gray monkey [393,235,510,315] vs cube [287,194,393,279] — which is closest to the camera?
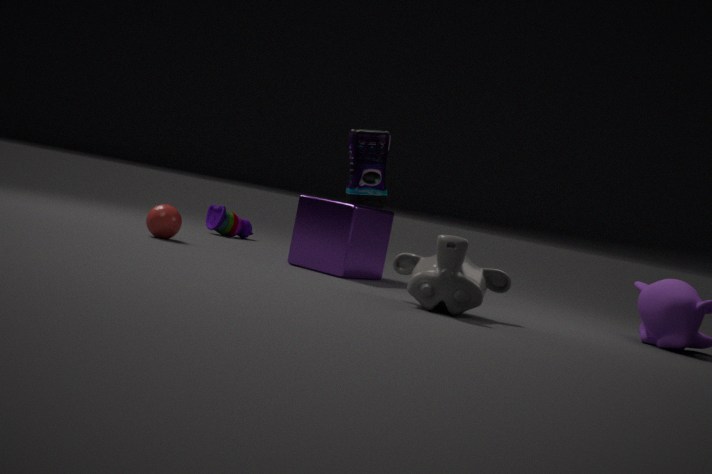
gray monkey [393,235,510,315]
